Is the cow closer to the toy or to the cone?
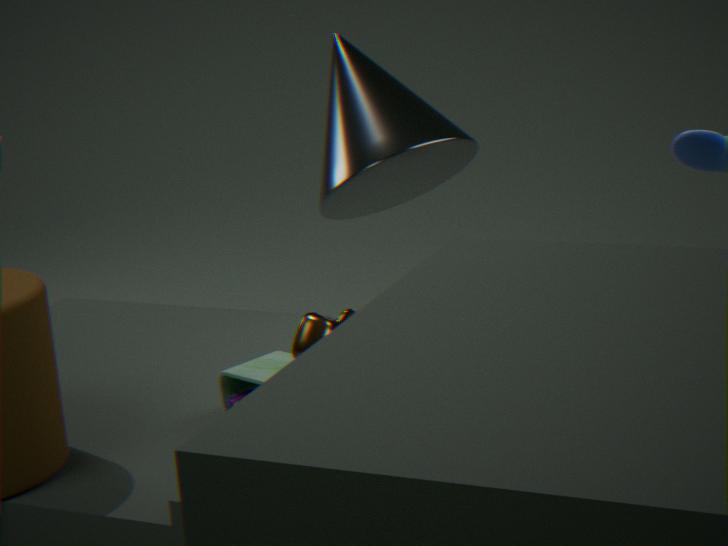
the toy
